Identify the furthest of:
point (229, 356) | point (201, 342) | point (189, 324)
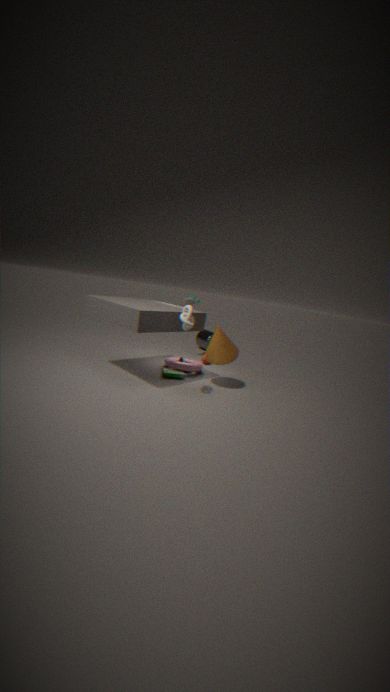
point (201, 342)
